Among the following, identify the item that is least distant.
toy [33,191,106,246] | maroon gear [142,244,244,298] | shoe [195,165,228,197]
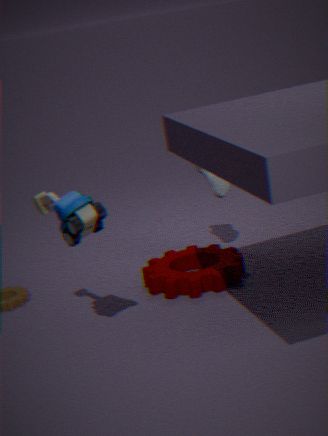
toy [33,191,106,246]
